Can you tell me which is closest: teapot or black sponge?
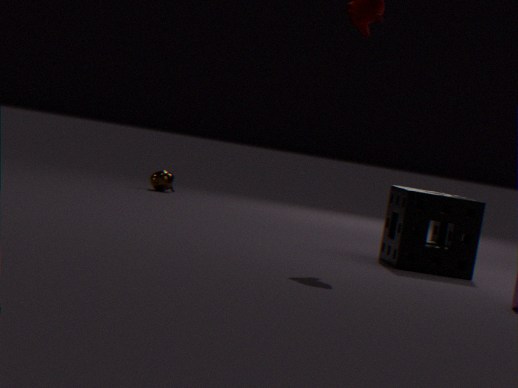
black sponge
